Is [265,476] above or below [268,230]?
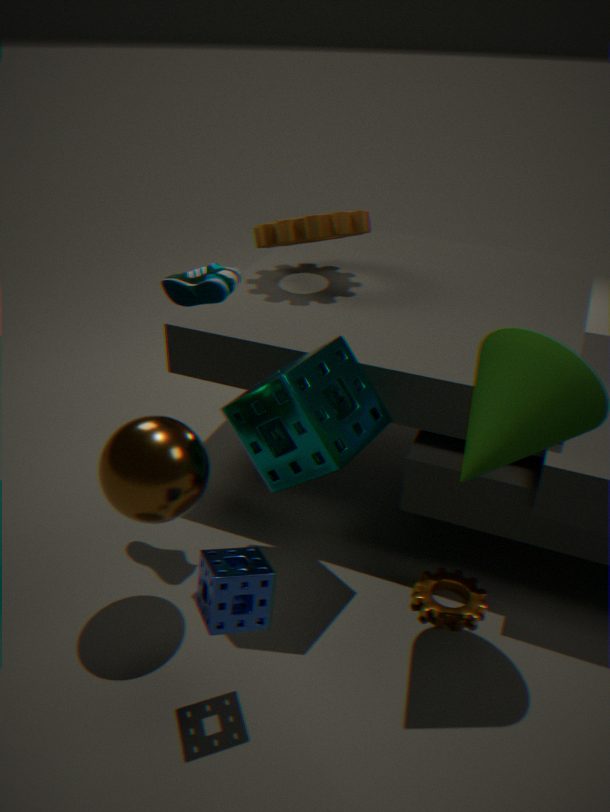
below
